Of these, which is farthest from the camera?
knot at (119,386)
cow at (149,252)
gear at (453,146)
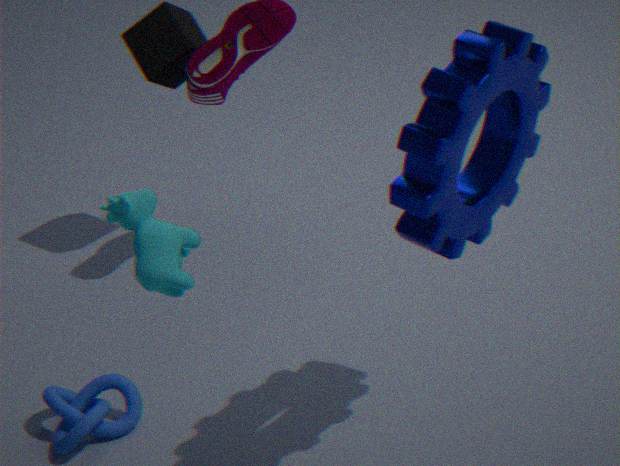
knot at (119,386)
